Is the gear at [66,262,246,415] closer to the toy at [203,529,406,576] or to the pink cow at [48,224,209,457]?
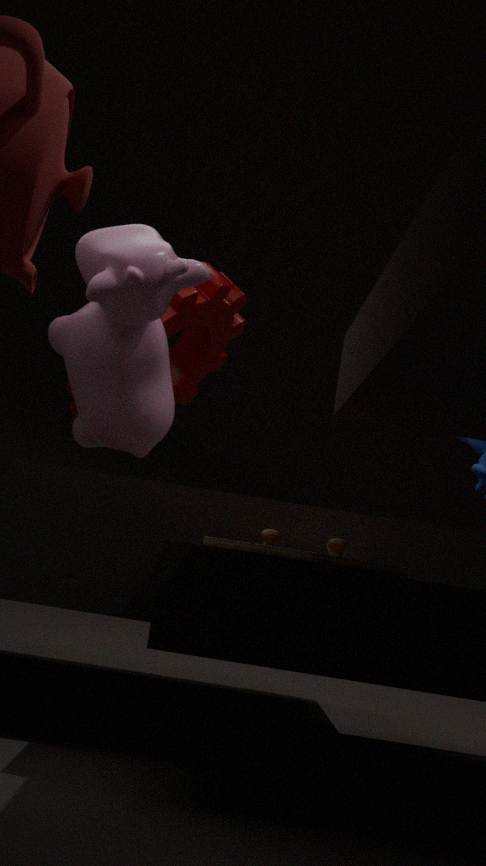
the pink cow at [48,224,209,457]
